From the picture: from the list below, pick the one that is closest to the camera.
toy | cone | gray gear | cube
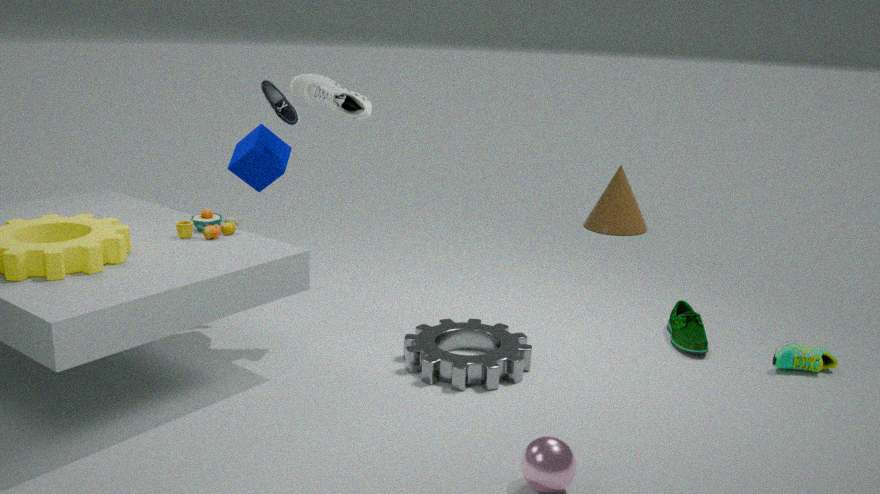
gray gear
